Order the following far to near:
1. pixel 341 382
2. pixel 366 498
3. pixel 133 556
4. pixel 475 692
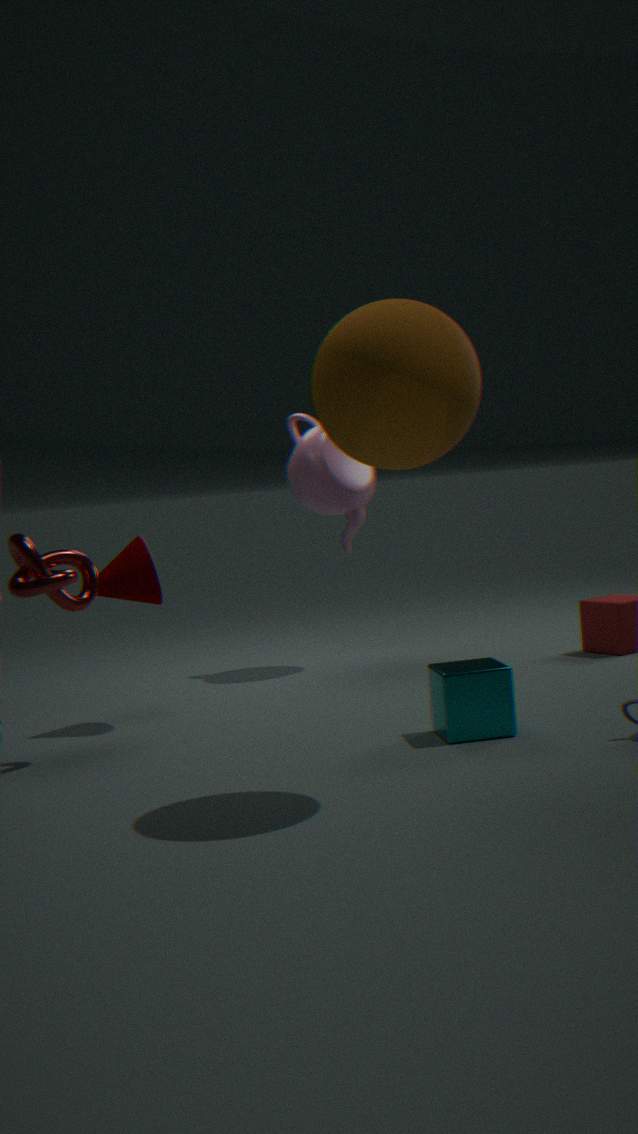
pixel 366 498, pixel 133 556, pixel 475 692, pixel 341 382
